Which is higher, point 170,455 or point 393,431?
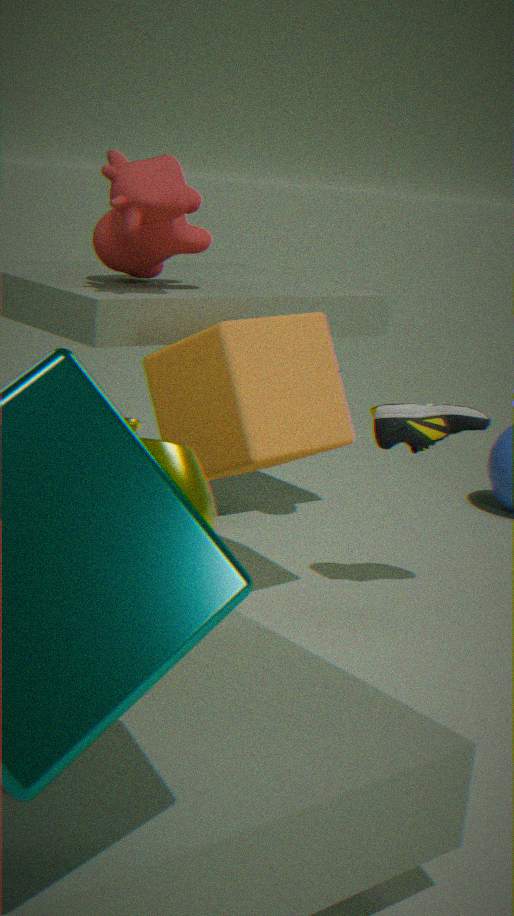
point 170,455
